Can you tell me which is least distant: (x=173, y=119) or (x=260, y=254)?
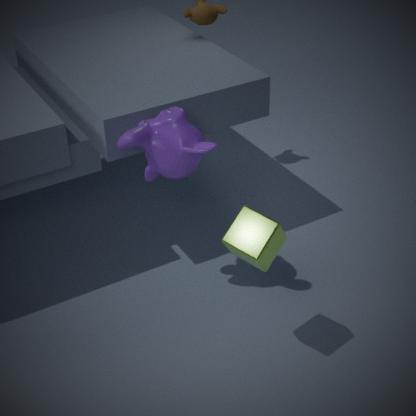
(x=260, y=254)
